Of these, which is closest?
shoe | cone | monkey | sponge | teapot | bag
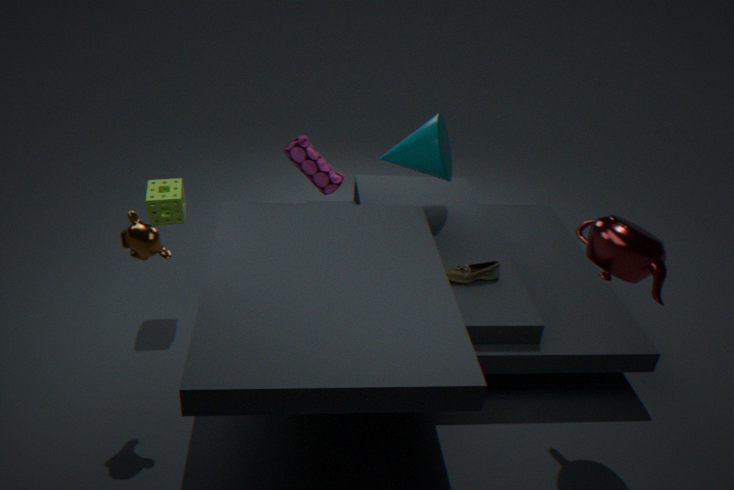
teapot
